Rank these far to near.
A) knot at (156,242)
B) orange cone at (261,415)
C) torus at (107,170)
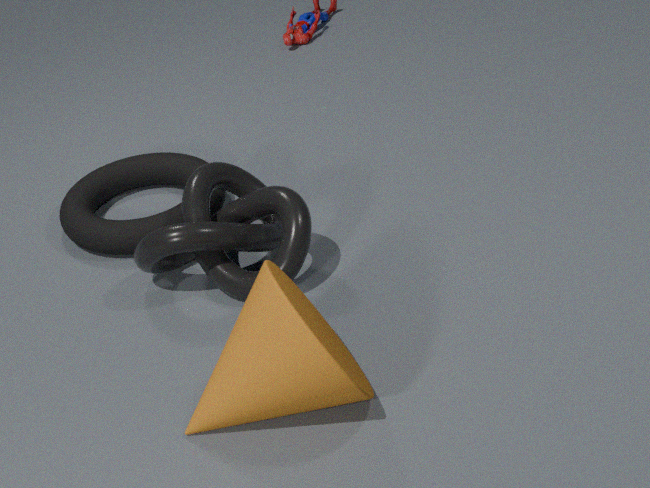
torus at (107,170) → knot at (156,242) → orange cone at (261,415)
